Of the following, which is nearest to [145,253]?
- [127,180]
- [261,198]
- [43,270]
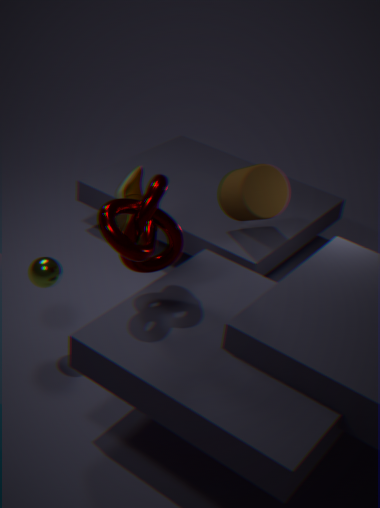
[127,180]
